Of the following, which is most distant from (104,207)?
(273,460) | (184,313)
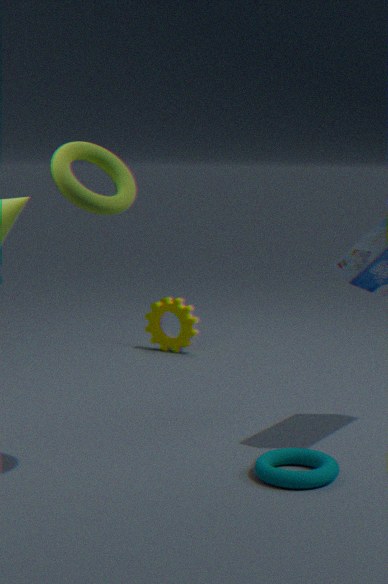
(184,313)
